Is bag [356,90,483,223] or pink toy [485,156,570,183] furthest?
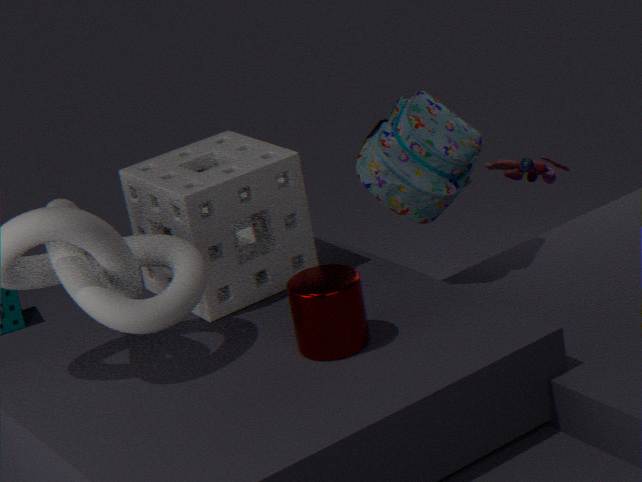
pink toy [485,156,570,183]
